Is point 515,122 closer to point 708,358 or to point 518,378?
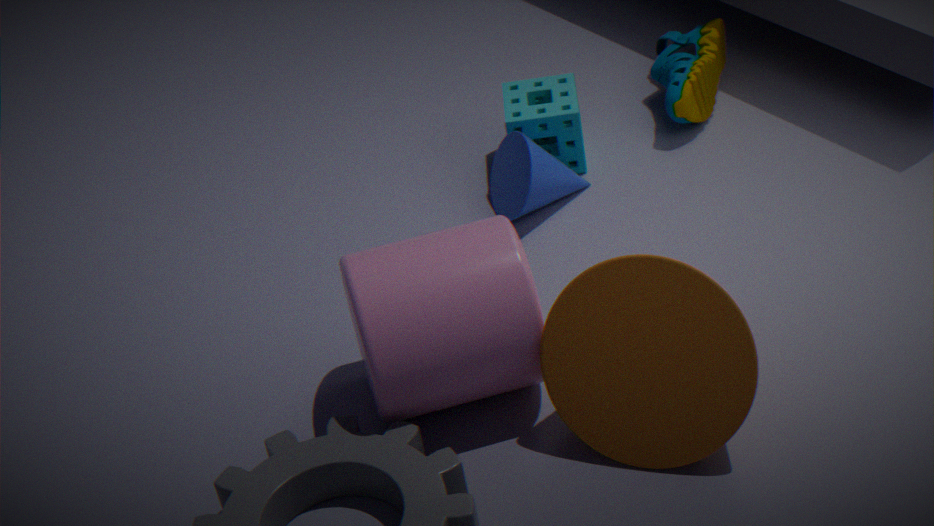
point 518,378
